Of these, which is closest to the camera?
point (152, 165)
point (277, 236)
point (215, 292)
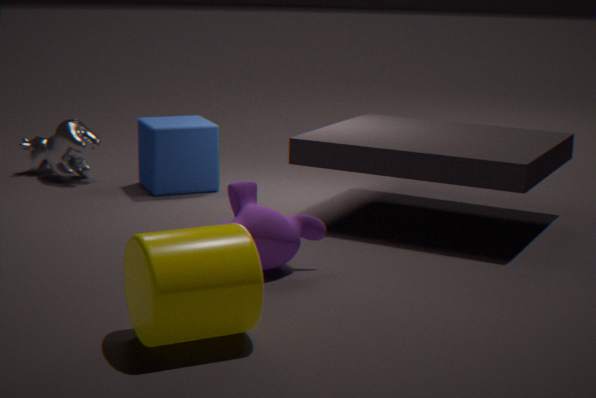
point (215, 292)
